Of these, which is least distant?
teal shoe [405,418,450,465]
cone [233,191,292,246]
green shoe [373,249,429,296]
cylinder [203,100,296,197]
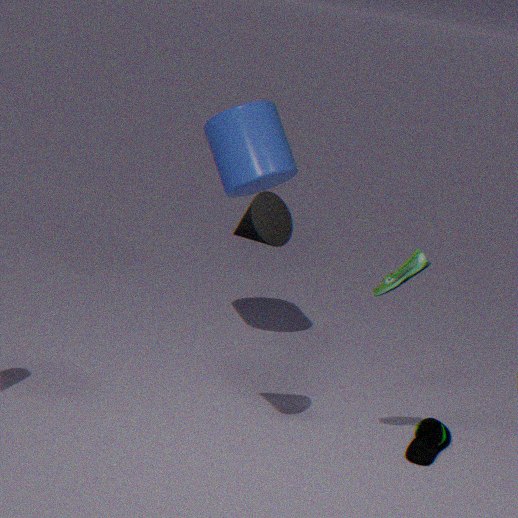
cone [233,191,292,246]
